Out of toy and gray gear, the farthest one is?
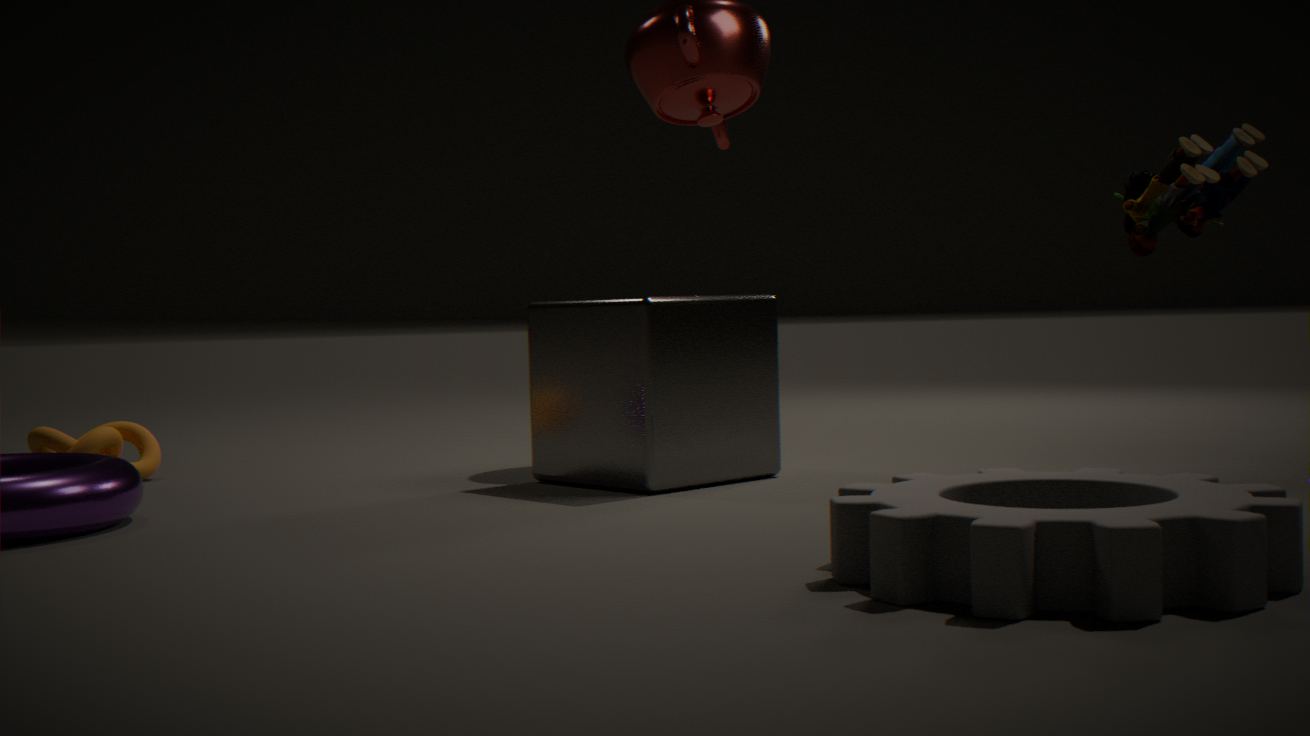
toy
